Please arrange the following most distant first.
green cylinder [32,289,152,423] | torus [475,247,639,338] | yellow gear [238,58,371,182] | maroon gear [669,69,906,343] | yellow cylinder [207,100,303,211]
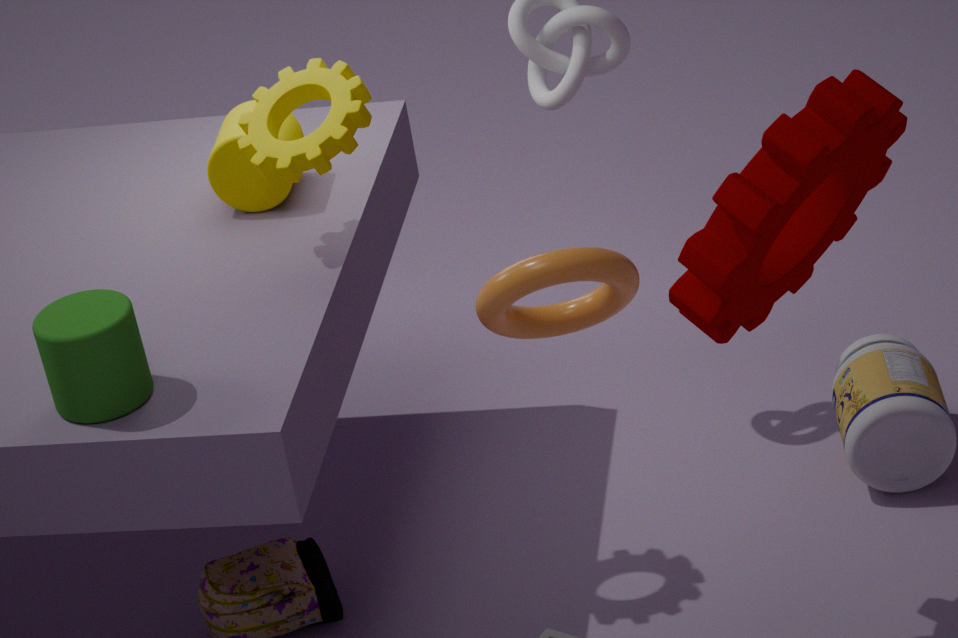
yellow cylinder [207,100,303,211]
yellow gear [238,58,371,182]
green cylinder [32,289,152,423]
maroon gear [669,69,906,343]
torus [475,247,639,338]
